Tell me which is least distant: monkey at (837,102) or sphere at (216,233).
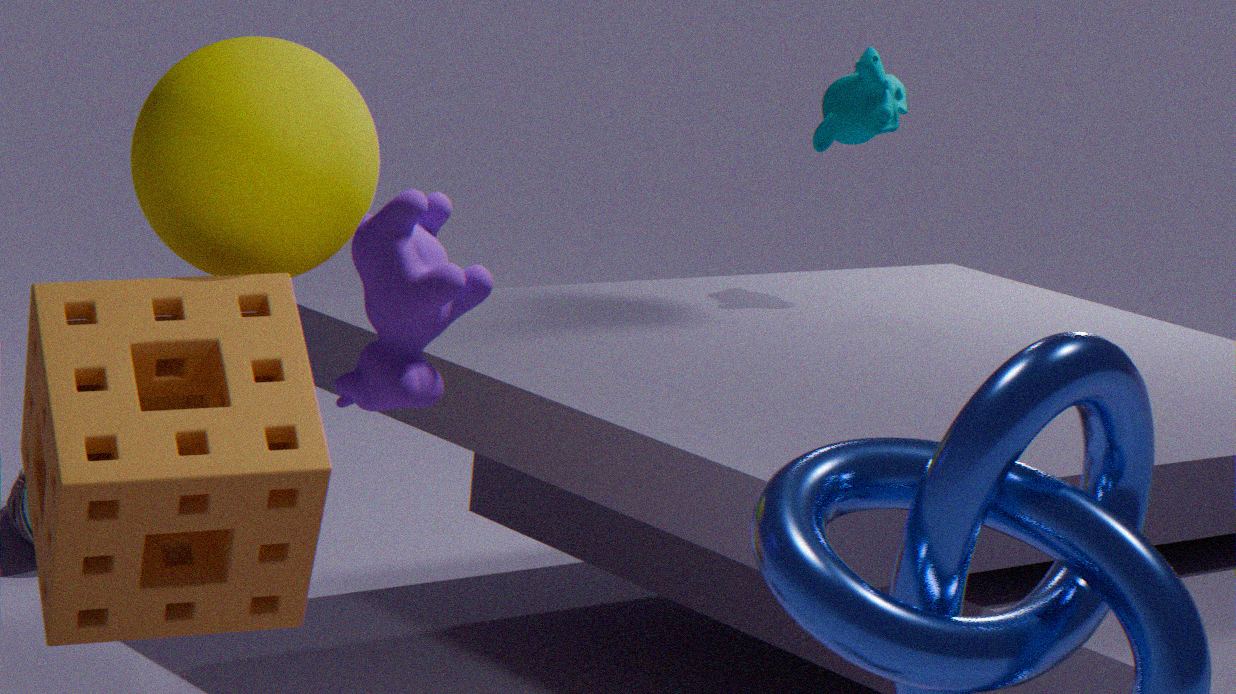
sphere at (216,233)
